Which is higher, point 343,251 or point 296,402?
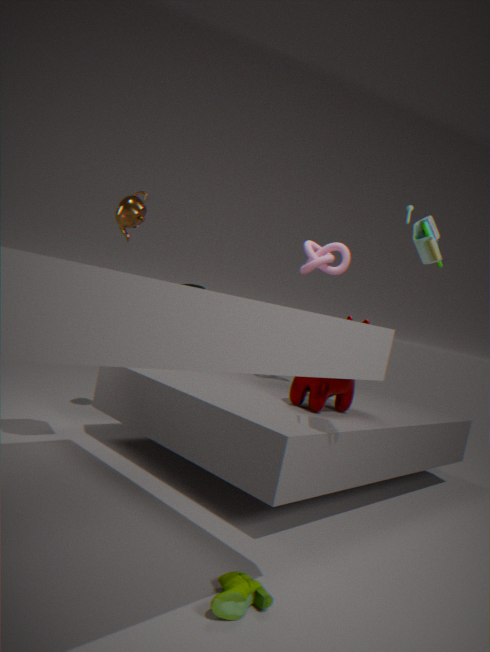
point 343,251
